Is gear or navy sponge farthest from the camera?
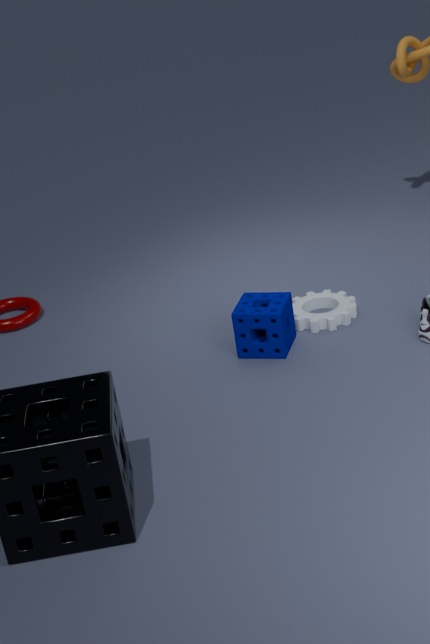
gear
